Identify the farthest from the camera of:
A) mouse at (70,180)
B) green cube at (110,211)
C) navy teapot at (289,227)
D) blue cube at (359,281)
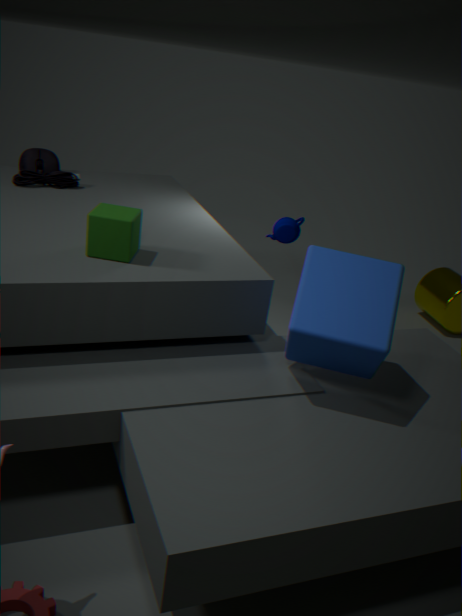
navy teapot at (289,227)
